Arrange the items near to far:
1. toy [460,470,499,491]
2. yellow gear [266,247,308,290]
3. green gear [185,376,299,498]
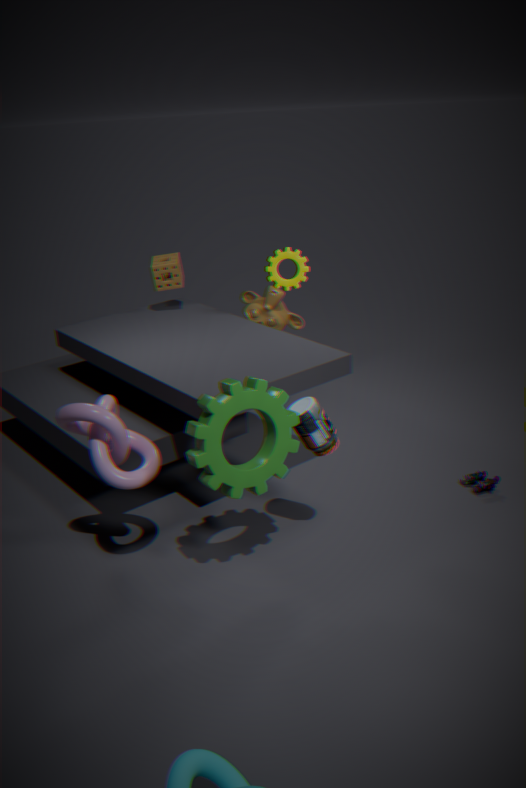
1. green gear [185,376,299,498]
2. toy [460,470,499,491]
3. yellow gear [266,247,308,290]
